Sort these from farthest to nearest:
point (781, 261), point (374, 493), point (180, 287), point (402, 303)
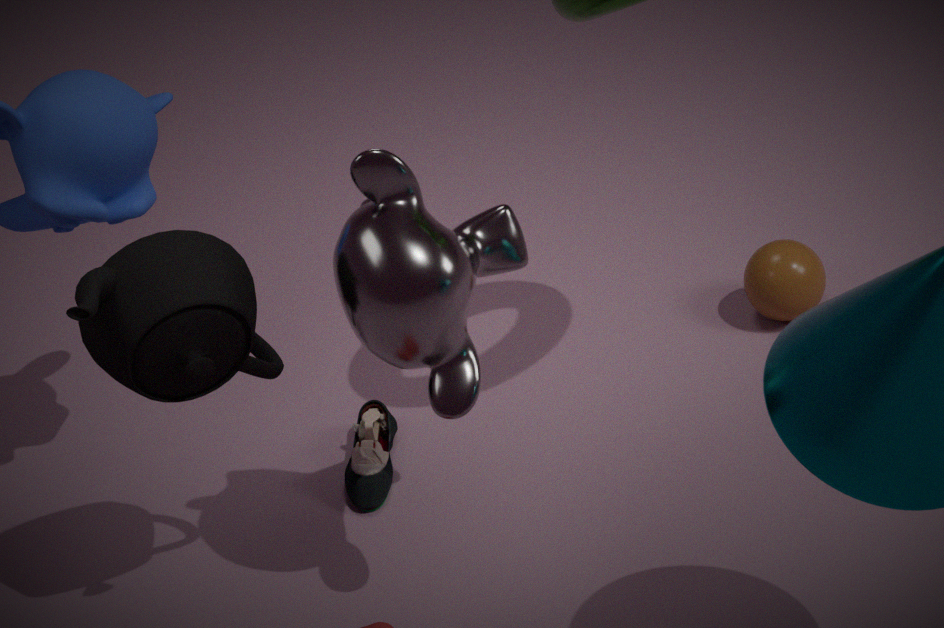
point (781, 261), point (374, 493), point (180, 287), point (402, 303)
